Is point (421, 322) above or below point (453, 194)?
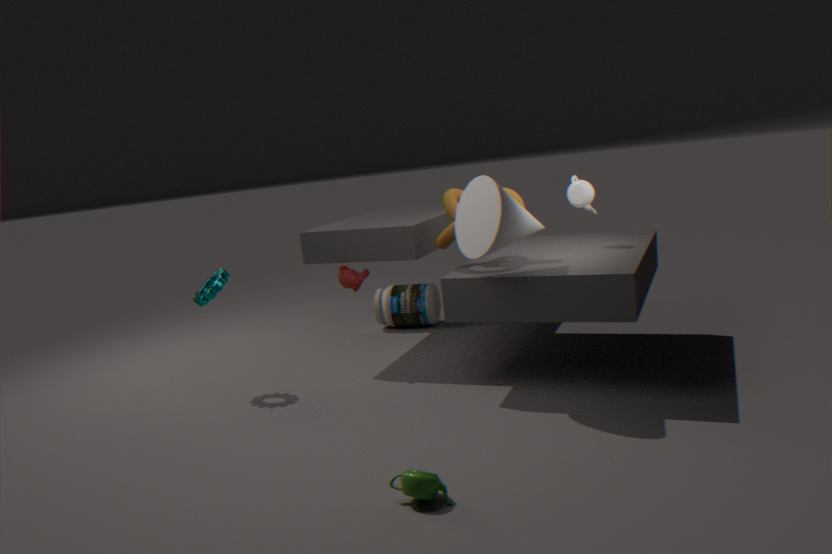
below
